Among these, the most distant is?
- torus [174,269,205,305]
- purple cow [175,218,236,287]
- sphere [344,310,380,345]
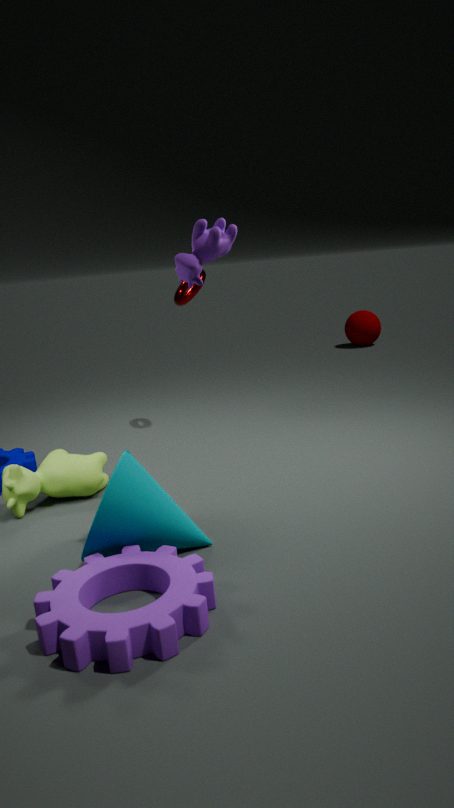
sphere [344,310,380,345]
